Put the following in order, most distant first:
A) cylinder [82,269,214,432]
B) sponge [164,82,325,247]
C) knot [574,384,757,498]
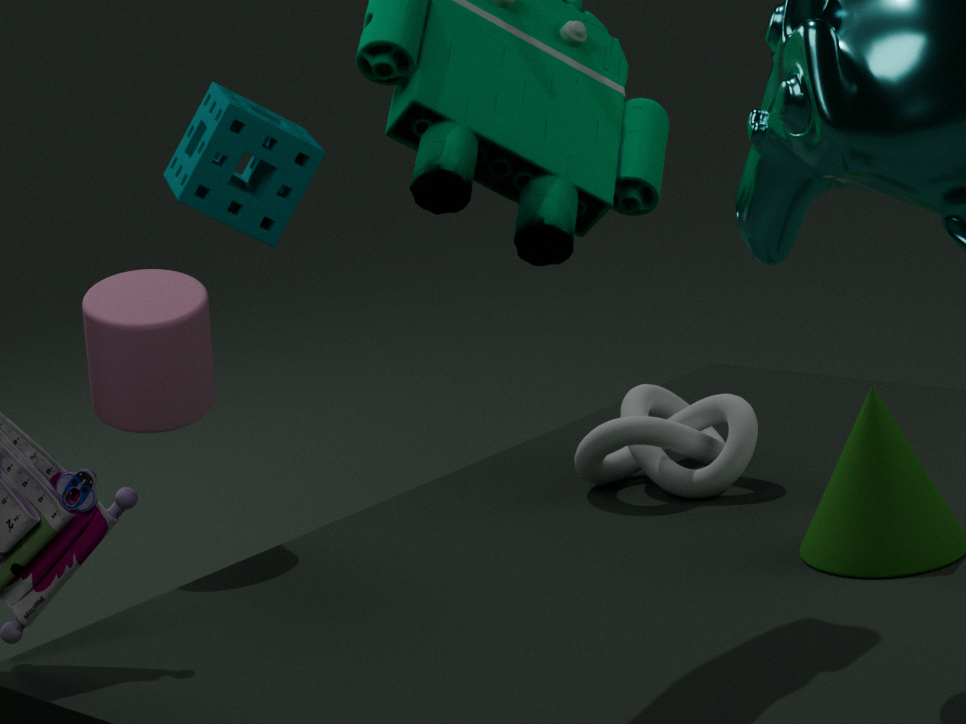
sponge [164,82,325,247] < knot [574,384,757,498] < cylinder [82,269,214,432]
